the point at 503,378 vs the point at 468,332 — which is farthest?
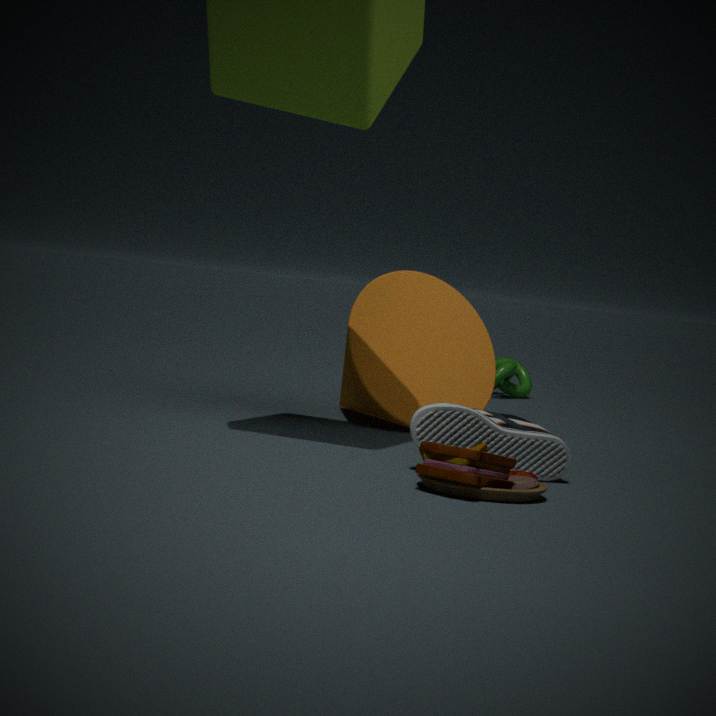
the point at 503,378
